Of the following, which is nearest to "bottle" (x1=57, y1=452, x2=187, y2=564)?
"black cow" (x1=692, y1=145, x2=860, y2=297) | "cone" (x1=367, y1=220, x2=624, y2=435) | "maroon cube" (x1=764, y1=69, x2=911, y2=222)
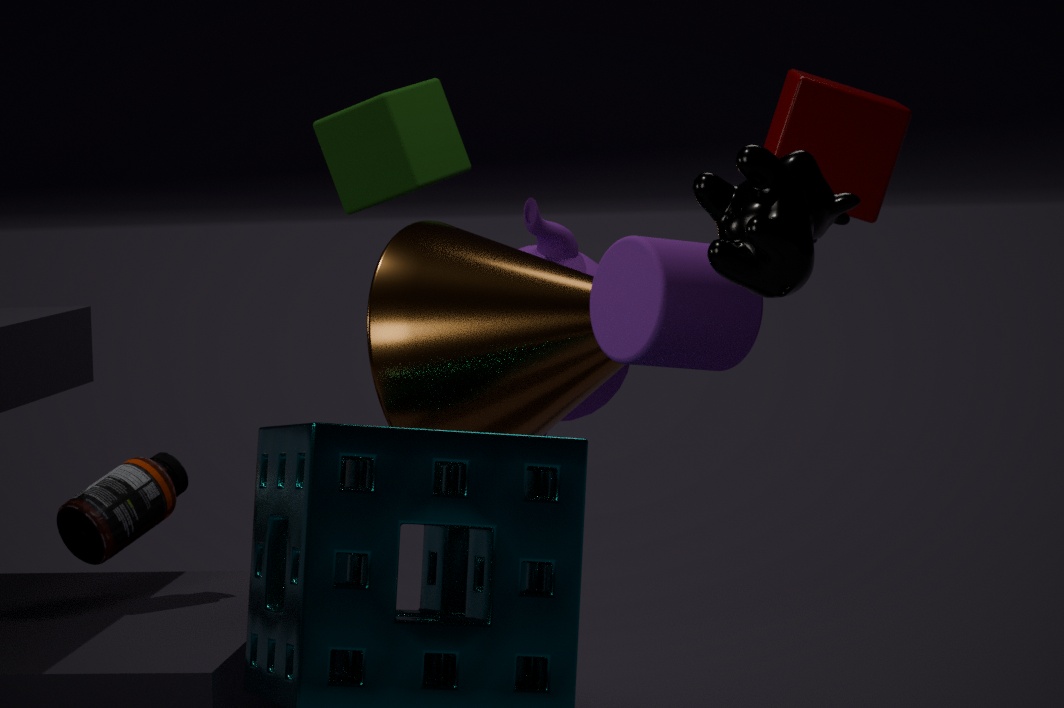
"cone" (x1=367, y1=220, x2=624, y2=435)
